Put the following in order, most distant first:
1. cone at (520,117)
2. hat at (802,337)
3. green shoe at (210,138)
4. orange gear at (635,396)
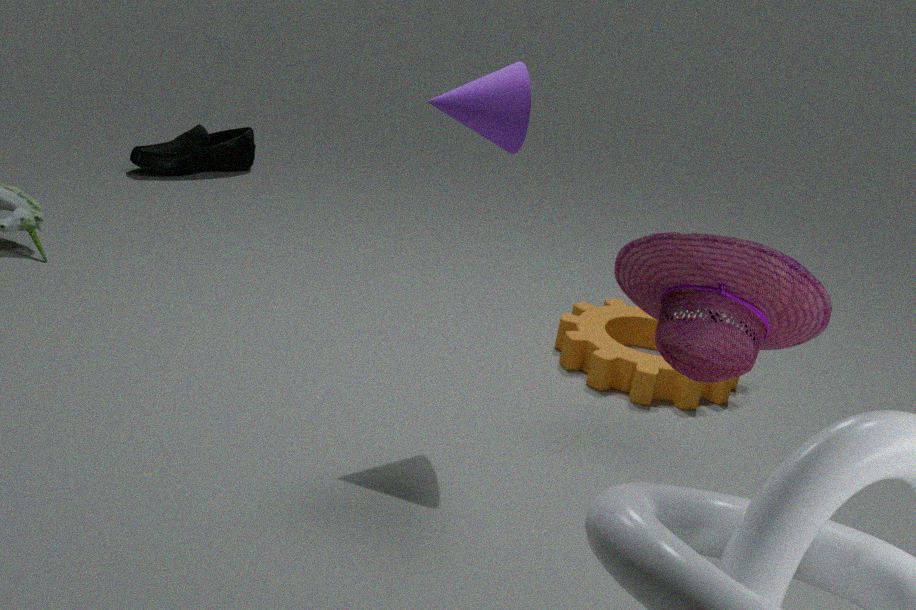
green shoe at (210,138), orange gear at (635,396), cone at (520,117), hat at (802,337)
